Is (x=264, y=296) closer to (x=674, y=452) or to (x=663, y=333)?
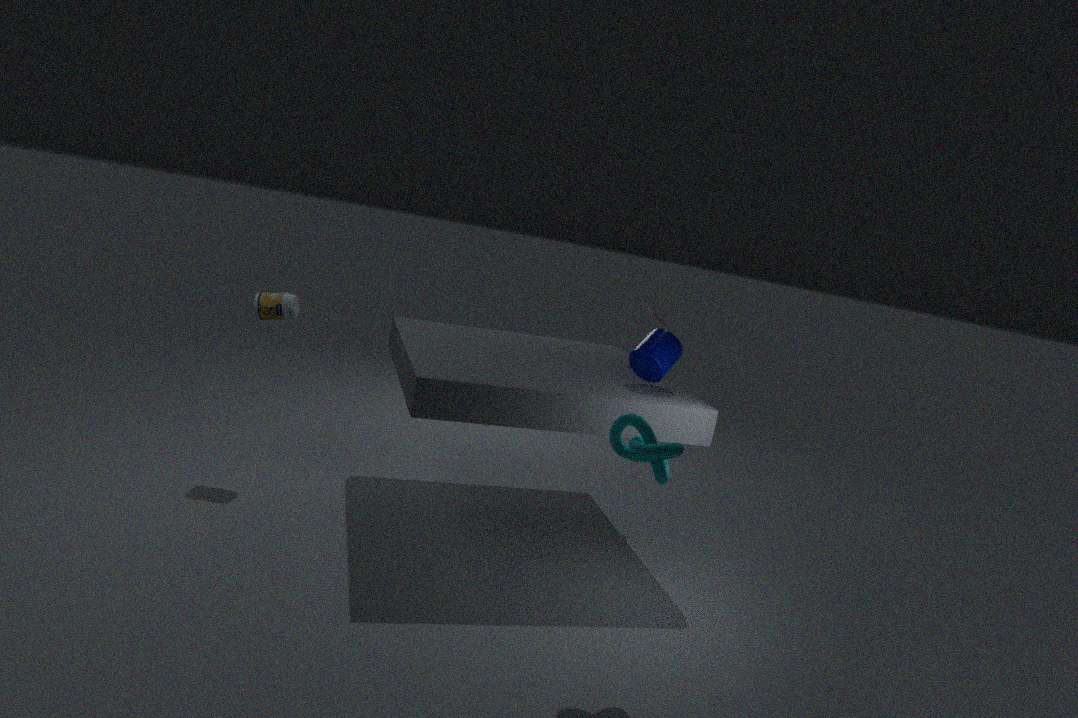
(x=663, y=333)
